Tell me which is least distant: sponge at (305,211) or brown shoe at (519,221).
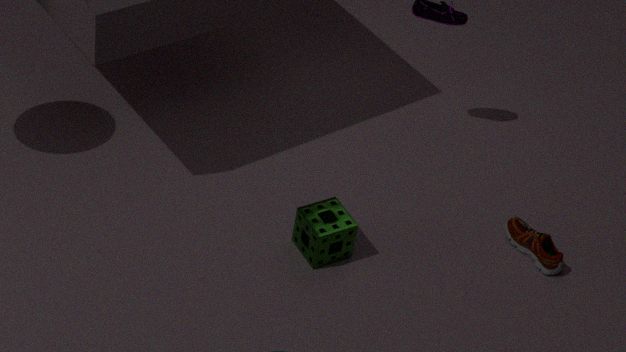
sponge at (305,211)
